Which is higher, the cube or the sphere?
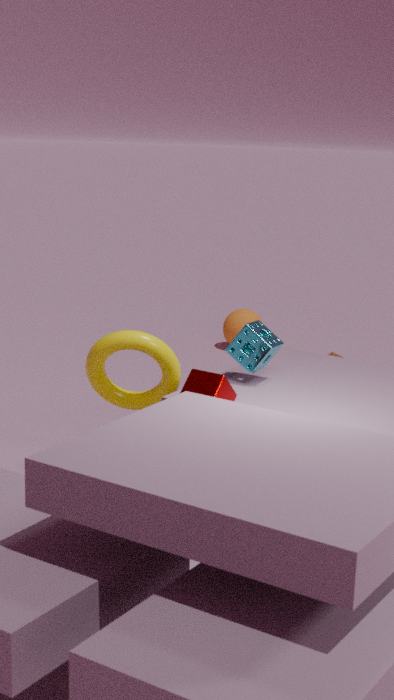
the cube
